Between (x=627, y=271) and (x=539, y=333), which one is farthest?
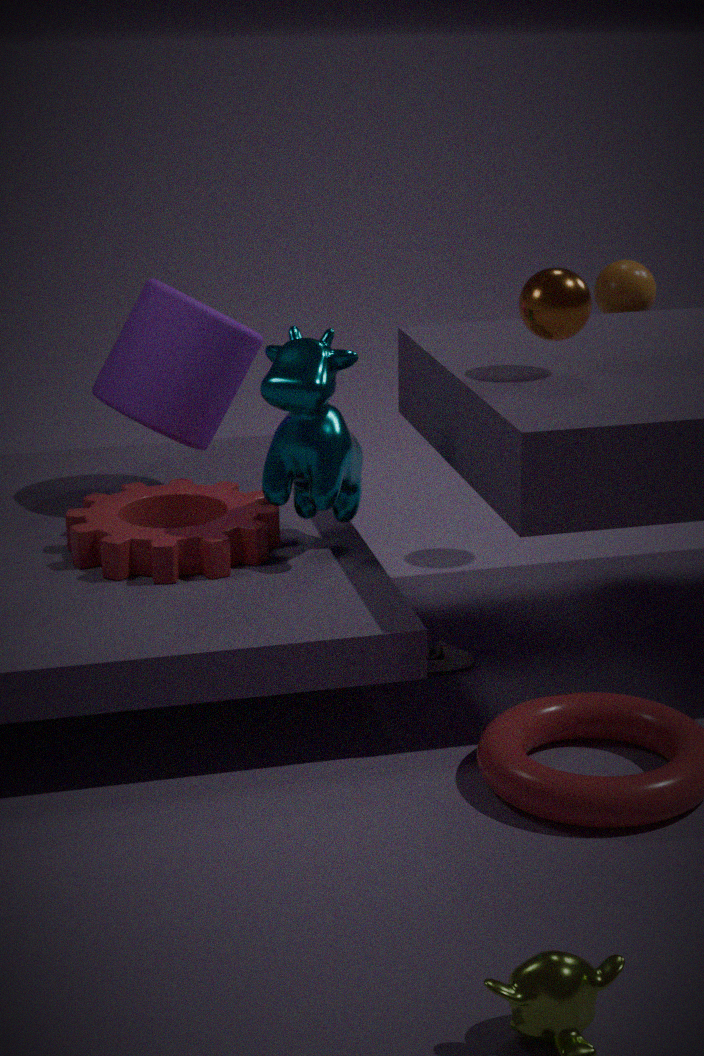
(x=627, y=271)
